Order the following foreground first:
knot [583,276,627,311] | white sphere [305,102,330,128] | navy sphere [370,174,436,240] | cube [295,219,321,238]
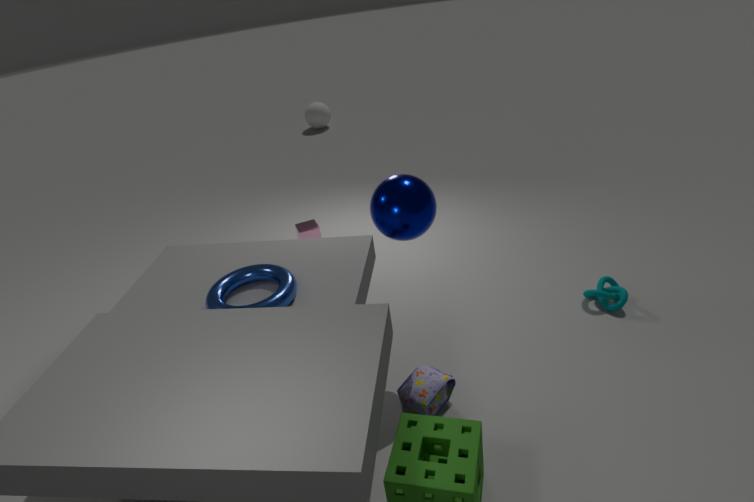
navy sphere [370,174,436,240] < knot [583,276,627,311] < cube [295,219,321,238] < white sphere [305,102,330,128]
